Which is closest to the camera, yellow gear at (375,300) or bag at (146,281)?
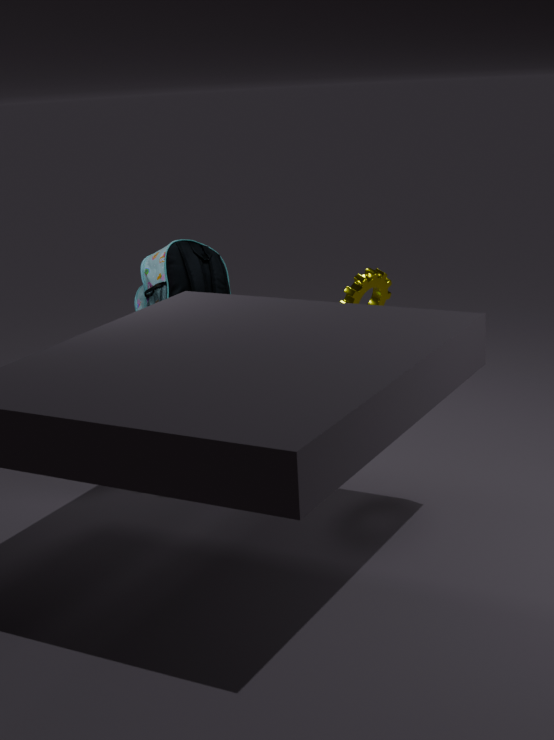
yellow gear at (375,300)
